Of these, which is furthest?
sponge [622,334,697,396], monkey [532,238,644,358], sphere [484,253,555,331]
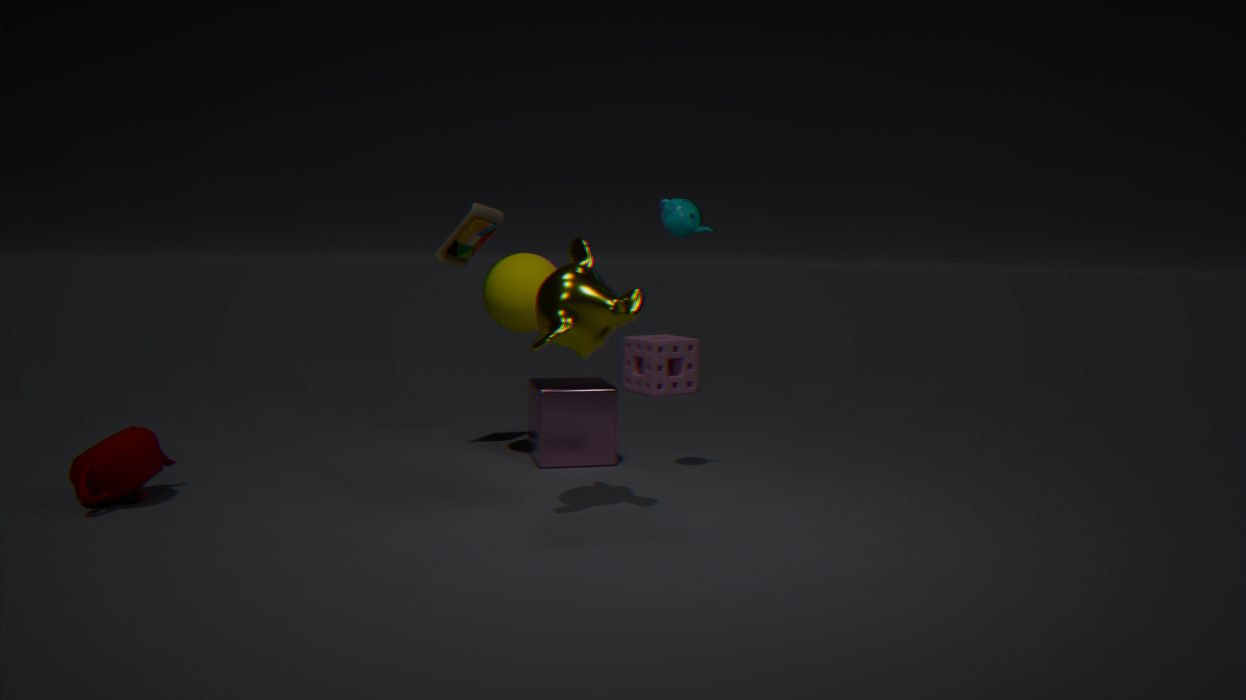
sponge [622,334,697,396]
